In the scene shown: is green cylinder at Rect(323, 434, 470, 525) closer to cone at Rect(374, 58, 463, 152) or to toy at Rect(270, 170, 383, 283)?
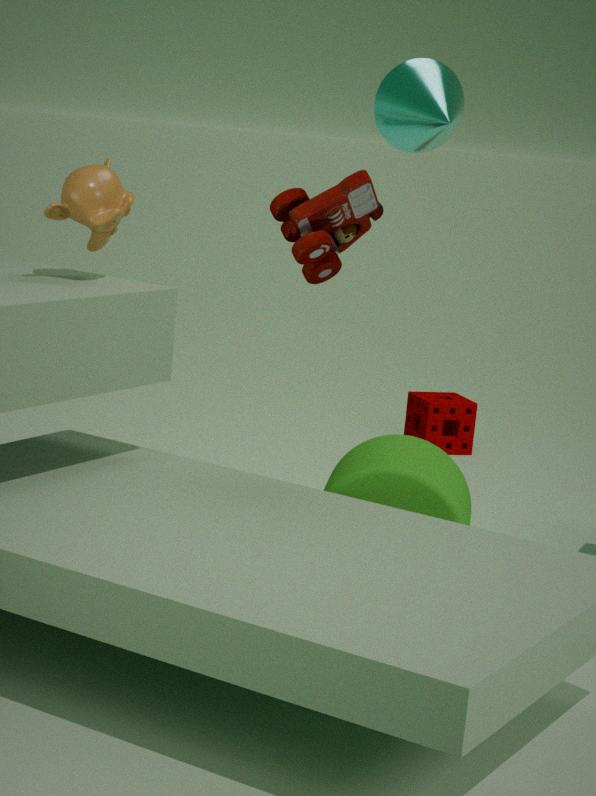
toy at Rect(270, 170, 383, 283)
